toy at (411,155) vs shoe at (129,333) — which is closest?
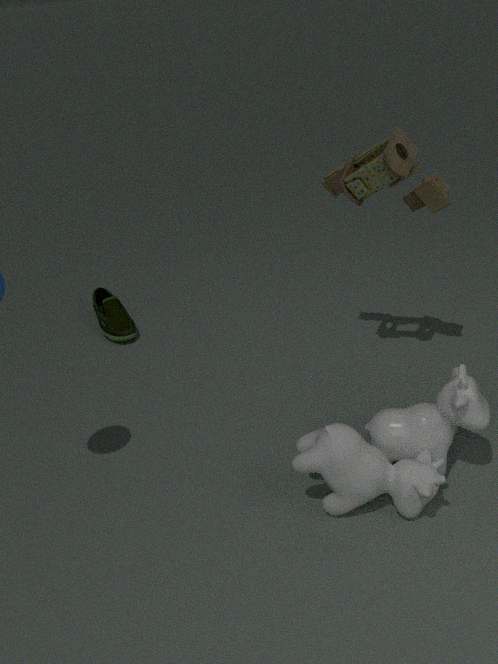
toy at (411,155)
